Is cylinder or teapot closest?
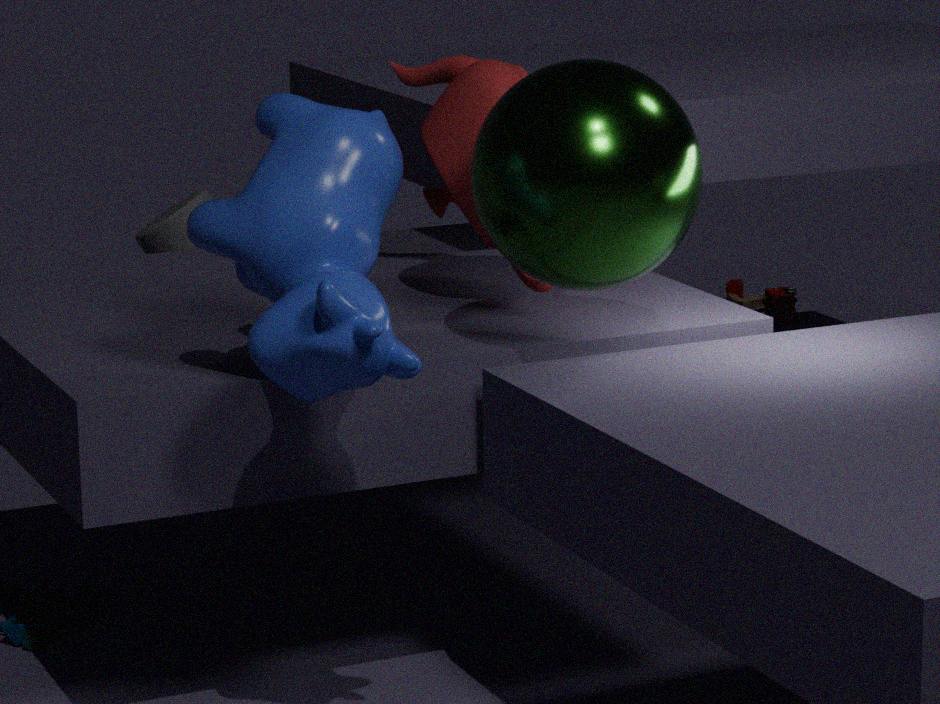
teapot
